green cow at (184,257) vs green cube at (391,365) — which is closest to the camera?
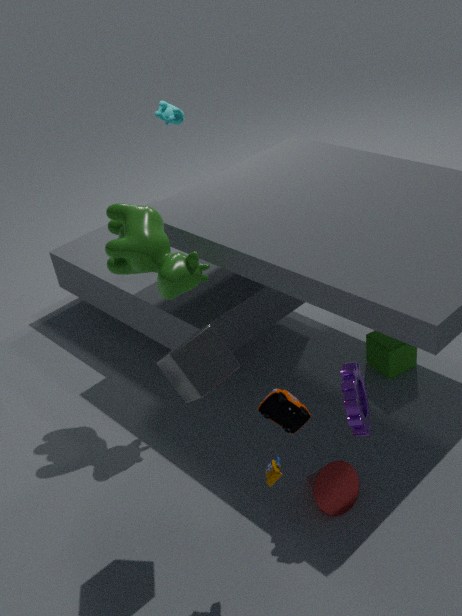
green cow at (184,257)
